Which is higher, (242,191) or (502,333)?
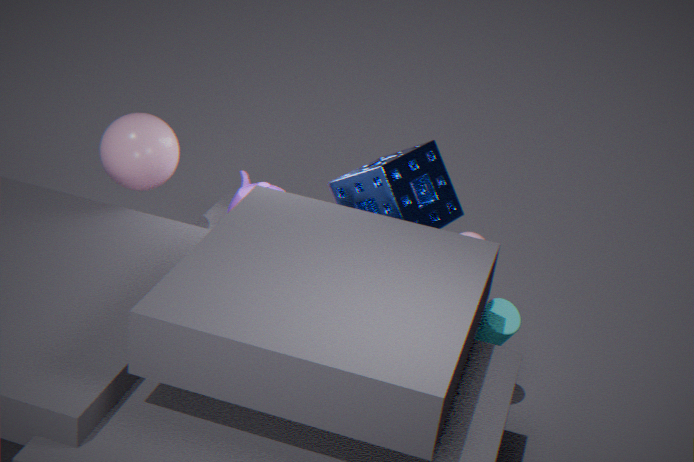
(242,191)
